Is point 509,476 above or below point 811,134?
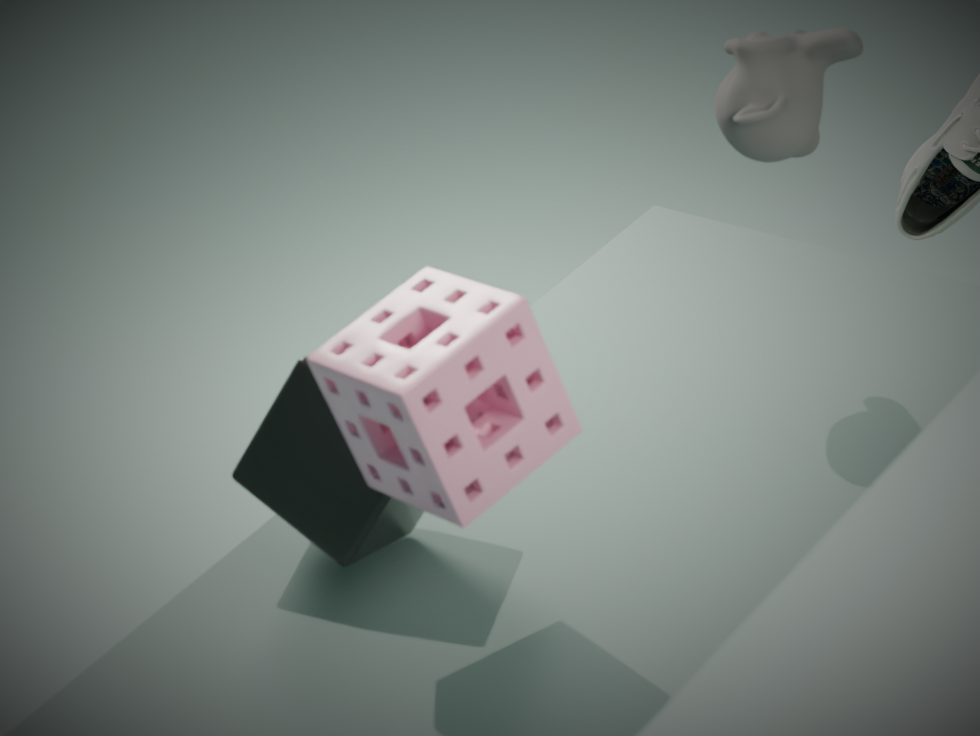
below
